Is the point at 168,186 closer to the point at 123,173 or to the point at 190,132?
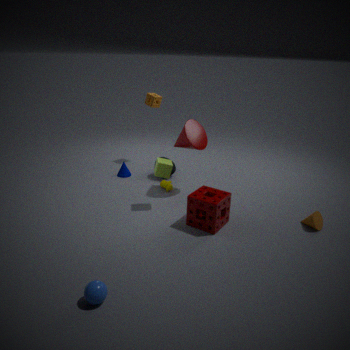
the point at 190,132
